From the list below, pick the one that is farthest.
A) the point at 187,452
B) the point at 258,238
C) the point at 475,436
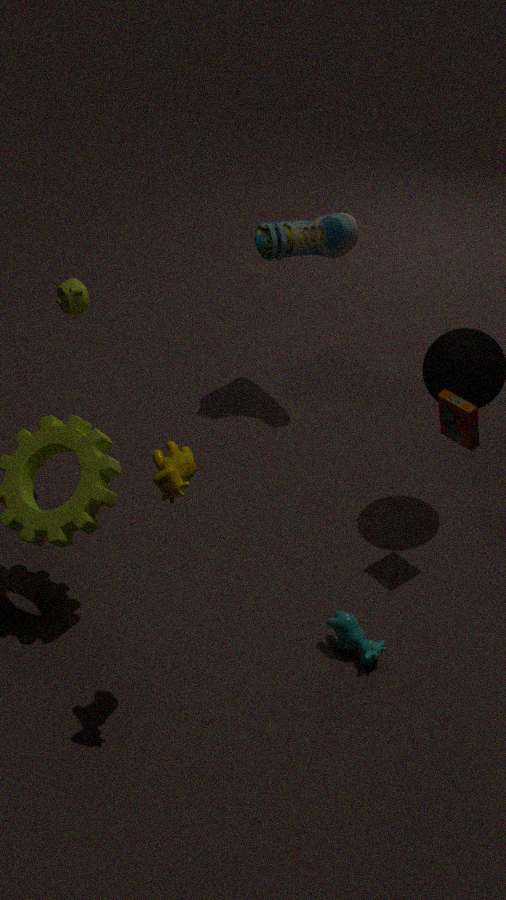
the point at 258,238
